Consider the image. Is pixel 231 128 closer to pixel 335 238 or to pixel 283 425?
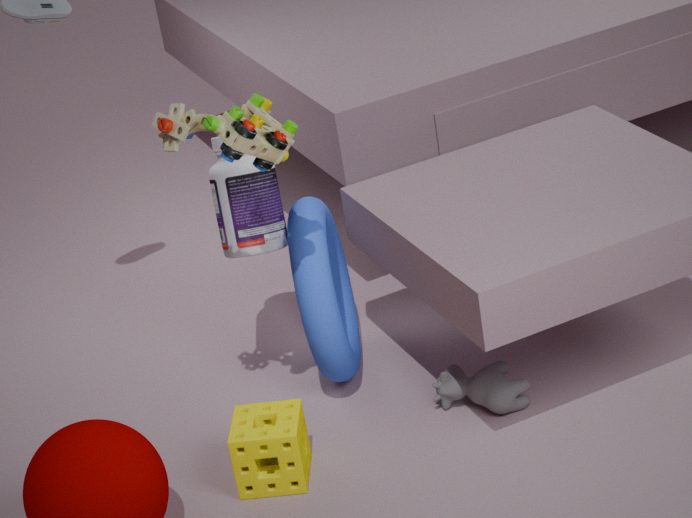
pixel 335 238
